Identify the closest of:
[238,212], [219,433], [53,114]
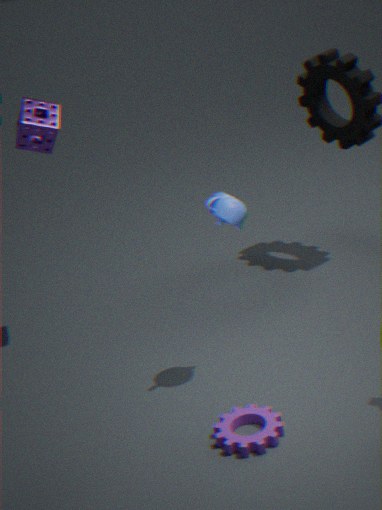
[219,433]
